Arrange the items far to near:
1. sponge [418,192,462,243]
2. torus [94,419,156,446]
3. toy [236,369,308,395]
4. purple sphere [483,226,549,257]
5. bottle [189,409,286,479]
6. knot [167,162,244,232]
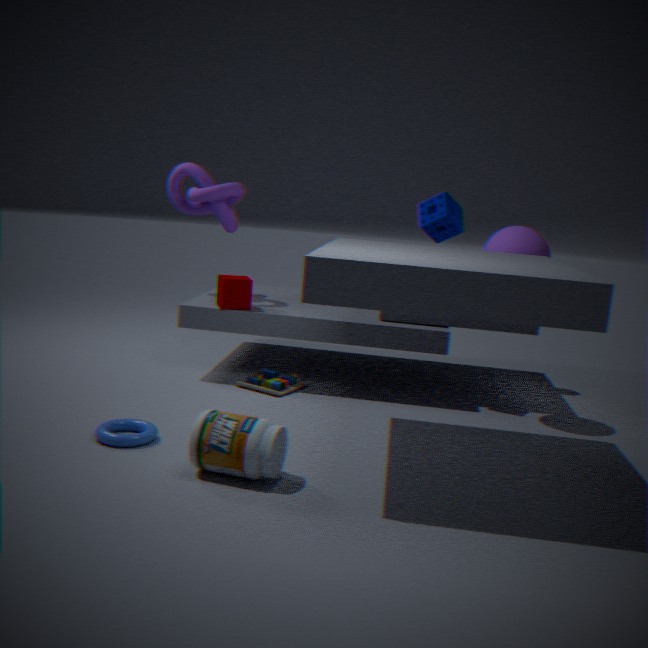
knot [167,162,244,232], toy [236,369,308,395], sponge [418,192,462,243], purple sphere [483,226,549,257], torus [94,419,156,446], bottle [189,409,286,479]
